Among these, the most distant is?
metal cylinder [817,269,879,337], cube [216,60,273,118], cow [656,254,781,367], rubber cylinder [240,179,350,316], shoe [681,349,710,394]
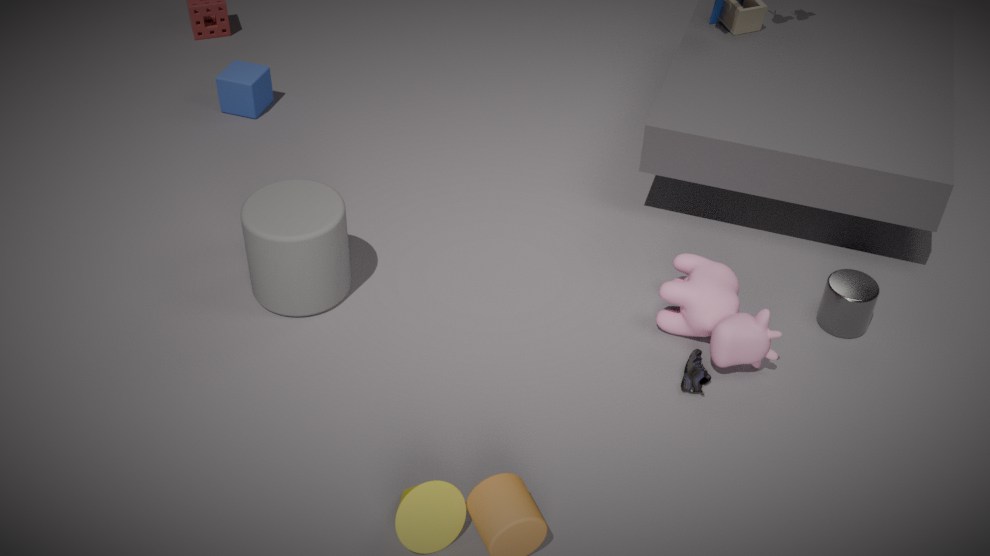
cube [216,60,273,118]
